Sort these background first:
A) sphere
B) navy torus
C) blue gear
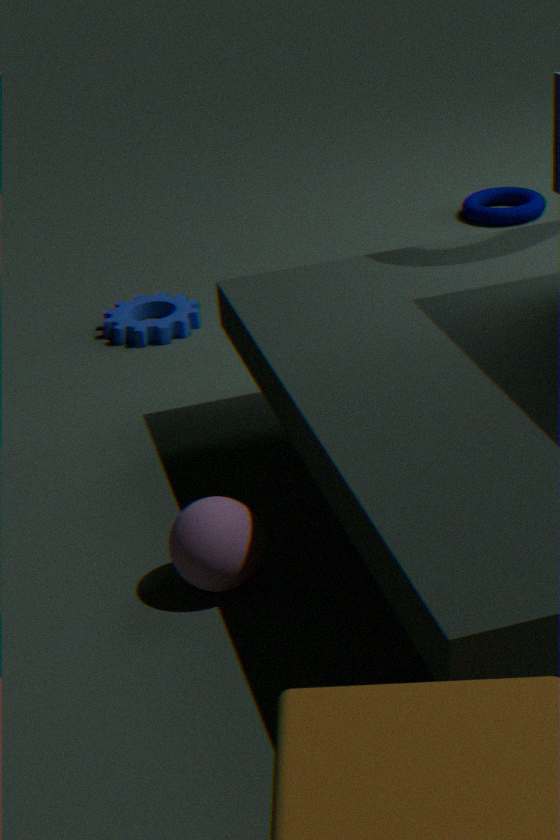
navy torus → blue gear → sphere
